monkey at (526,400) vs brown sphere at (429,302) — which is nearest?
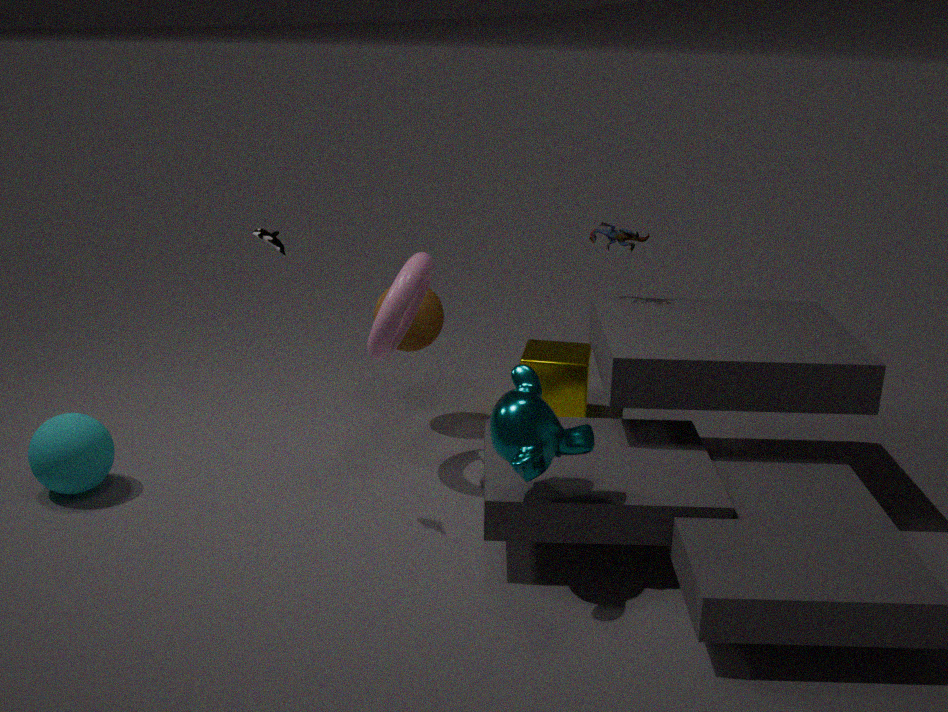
monkey at (526,400)
